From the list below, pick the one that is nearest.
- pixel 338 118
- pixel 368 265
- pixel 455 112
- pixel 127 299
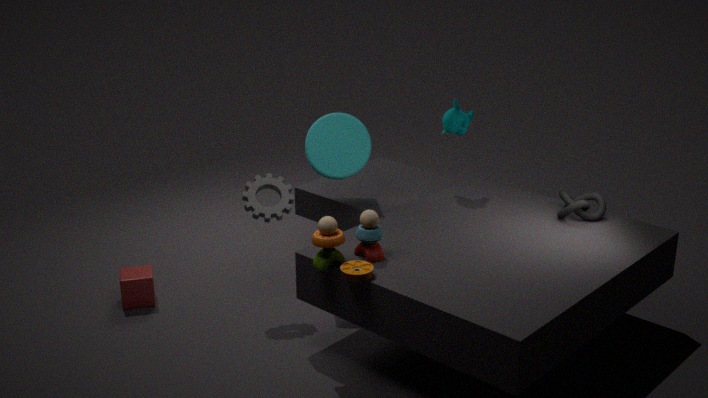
pixel 368 265
